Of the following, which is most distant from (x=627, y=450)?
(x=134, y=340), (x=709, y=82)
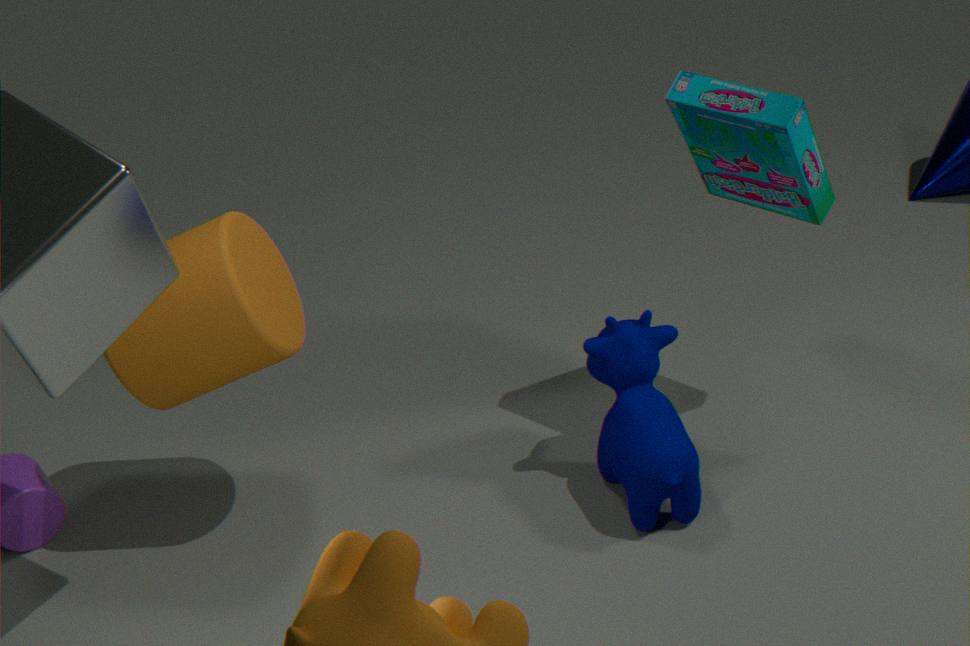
(x=134, y=340)
